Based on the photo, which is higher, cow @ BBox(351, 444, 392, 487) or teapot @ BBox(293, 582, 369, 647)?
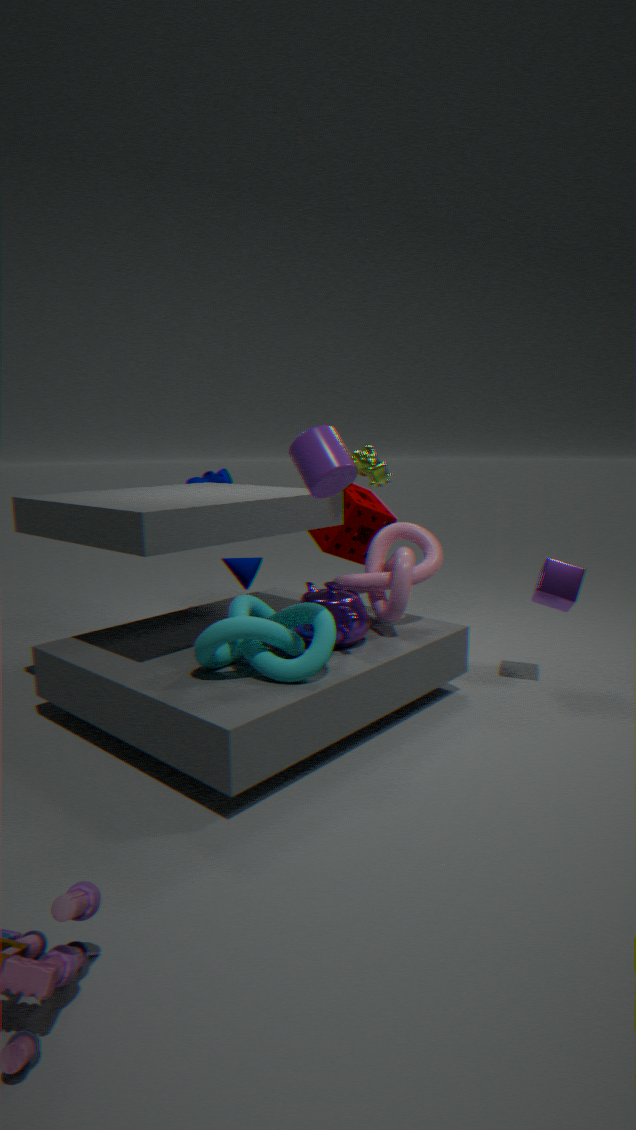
cow @ BBox(351, 444, 392, 487)
